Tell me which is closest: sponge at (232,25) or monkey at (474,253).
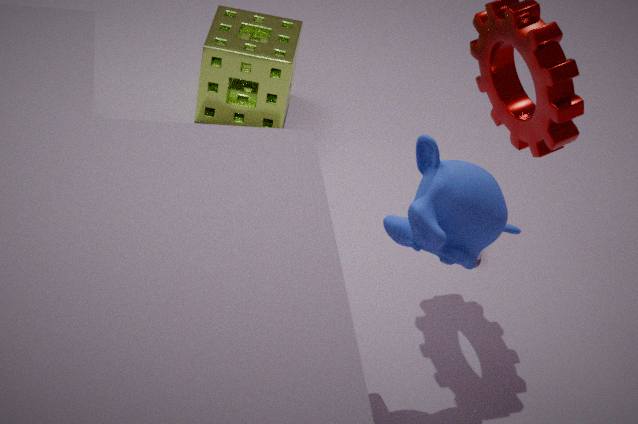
monkey at (474,253)
